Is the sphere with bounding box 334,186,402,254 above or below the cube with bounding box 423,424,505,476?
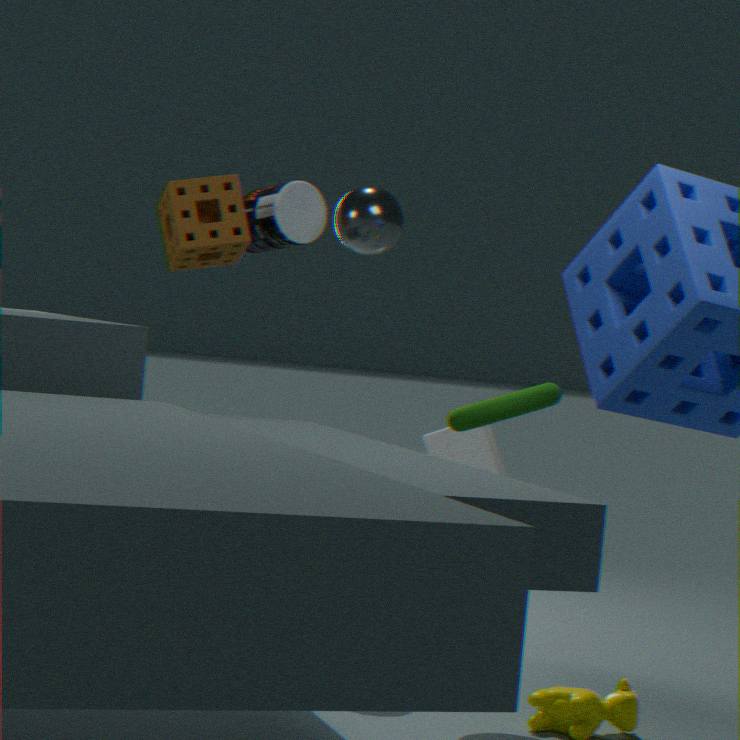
above
